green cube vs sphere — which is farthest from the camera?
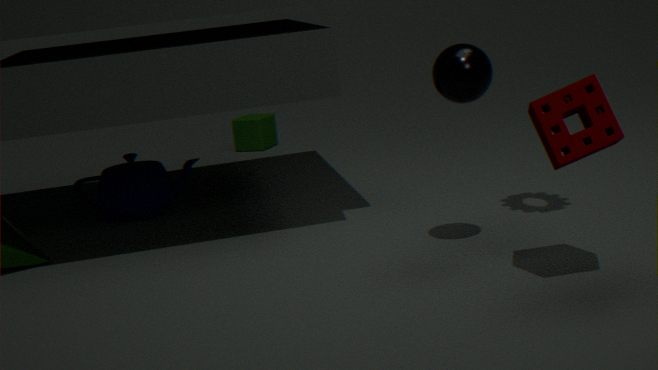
green cube
